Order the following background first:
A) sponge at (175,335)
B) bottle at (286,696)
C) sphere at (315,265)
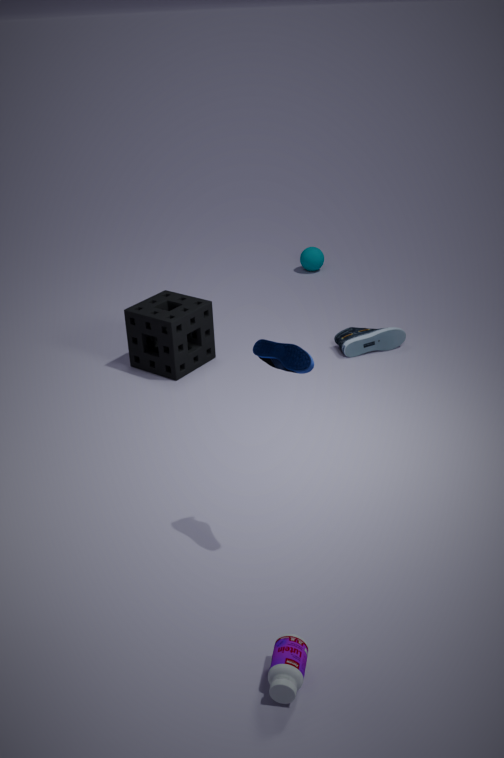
sphere at (315,265) → sponge at (175,335) → bottle at (286,696)
